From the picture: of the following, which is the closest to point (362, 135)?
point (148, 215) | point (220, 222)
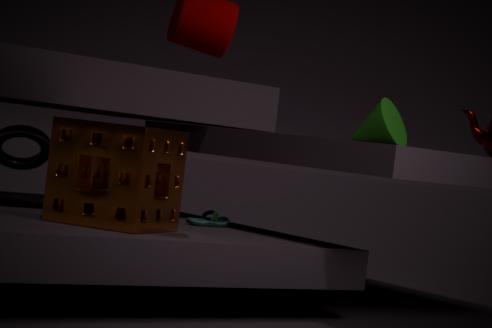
point (220, 222)
